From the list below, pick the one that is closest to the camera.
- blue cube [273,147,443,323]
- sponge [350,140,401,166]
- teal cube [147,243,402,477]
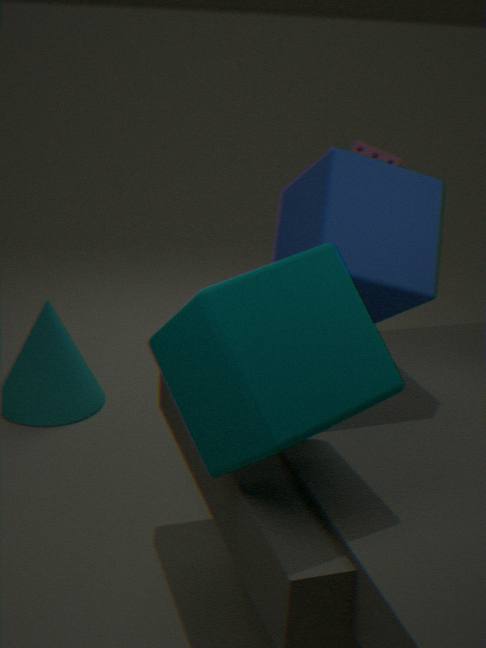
teal cube [147,243,402,477]
